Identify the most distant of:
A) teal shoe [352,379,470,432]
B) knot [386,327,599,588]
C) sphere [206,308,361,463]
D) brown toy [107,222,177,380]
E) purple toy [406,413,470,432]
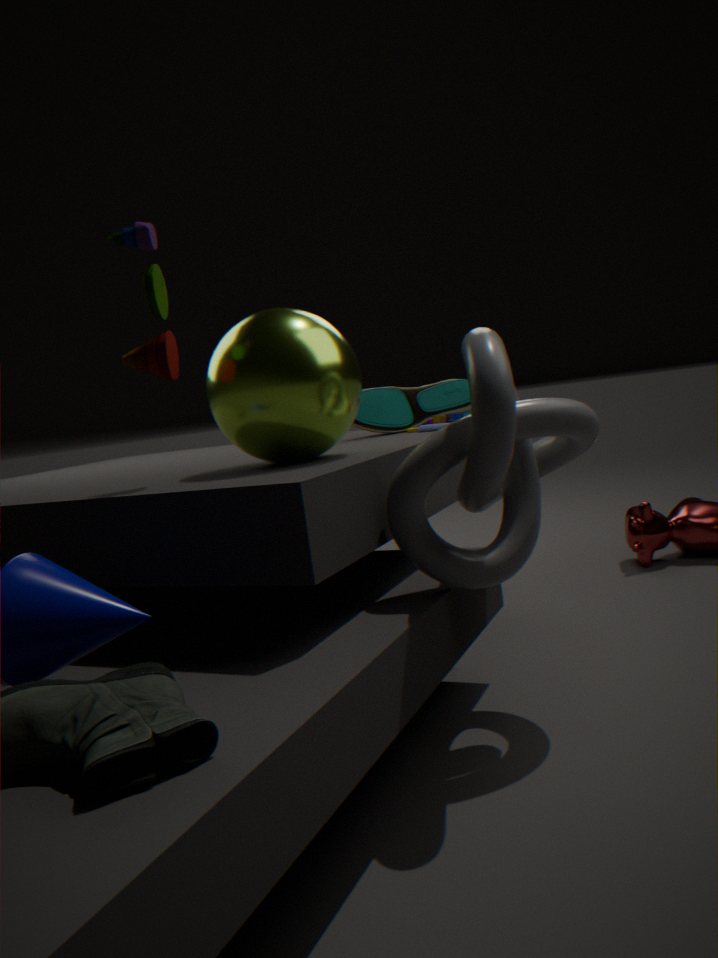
teal shoe [352,379,470,432]
